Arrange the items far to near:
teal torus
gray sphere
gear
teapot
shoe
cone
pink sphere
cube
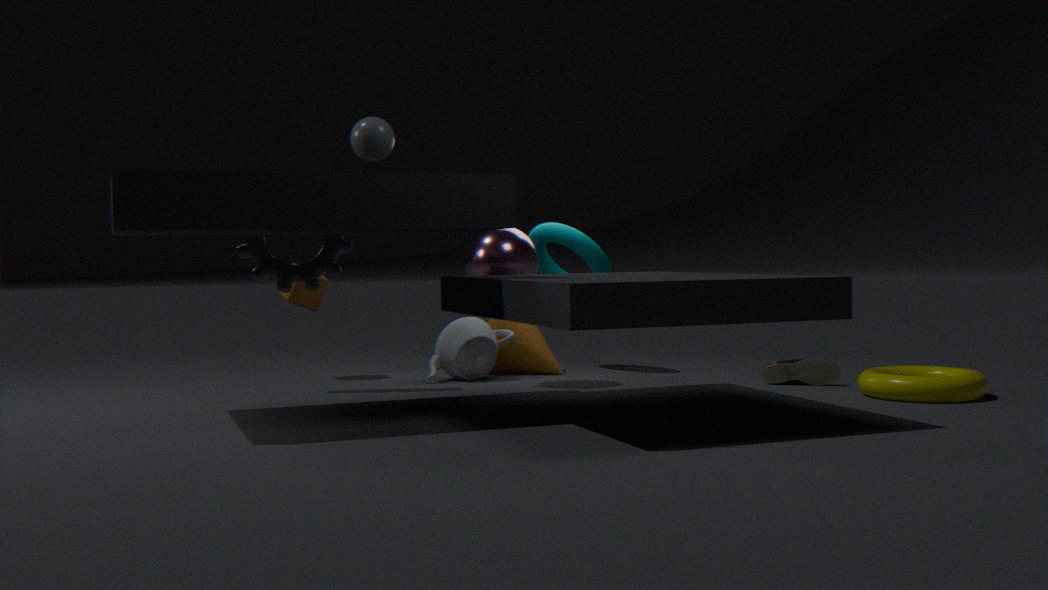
teal torus, cone, cube, teapot, pink sphere, shoe, gear, gray sphere
